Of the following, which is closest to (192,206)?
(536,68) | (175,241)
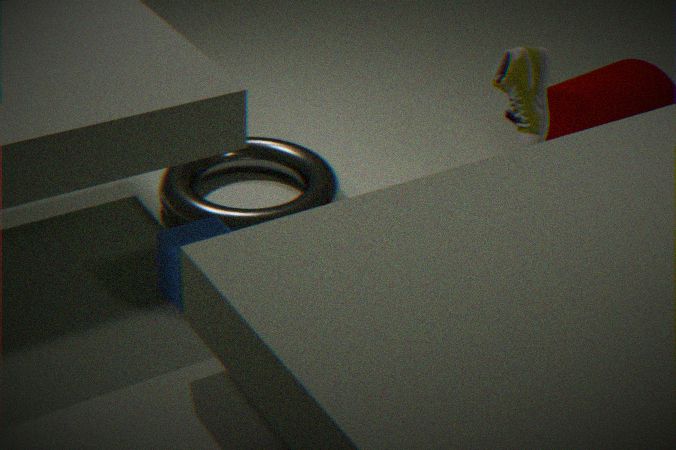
(175,241)
